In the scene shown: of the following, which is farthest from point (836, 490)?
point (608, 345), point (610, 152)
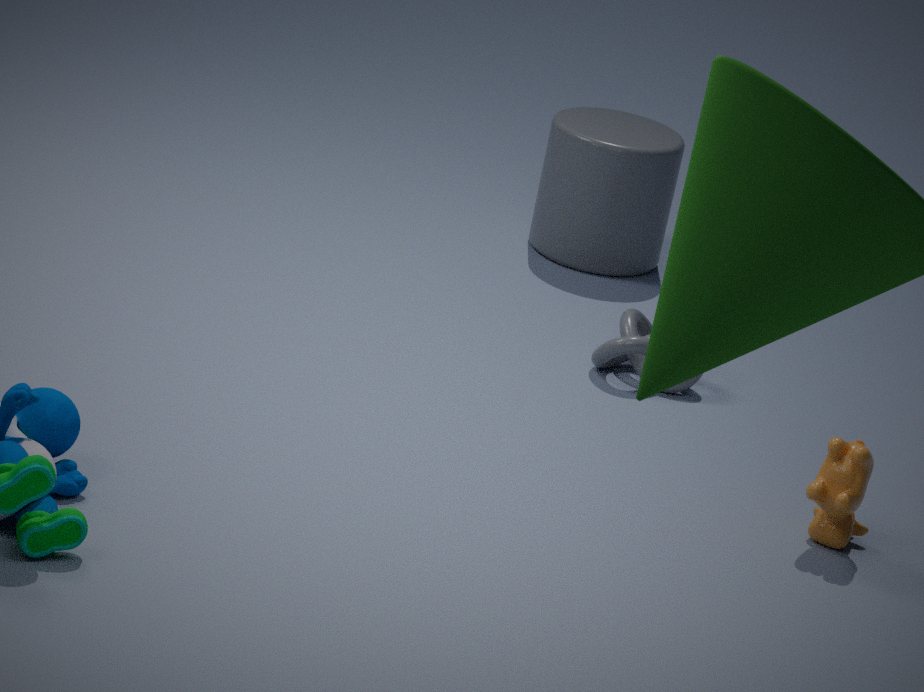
point (610, 152)
